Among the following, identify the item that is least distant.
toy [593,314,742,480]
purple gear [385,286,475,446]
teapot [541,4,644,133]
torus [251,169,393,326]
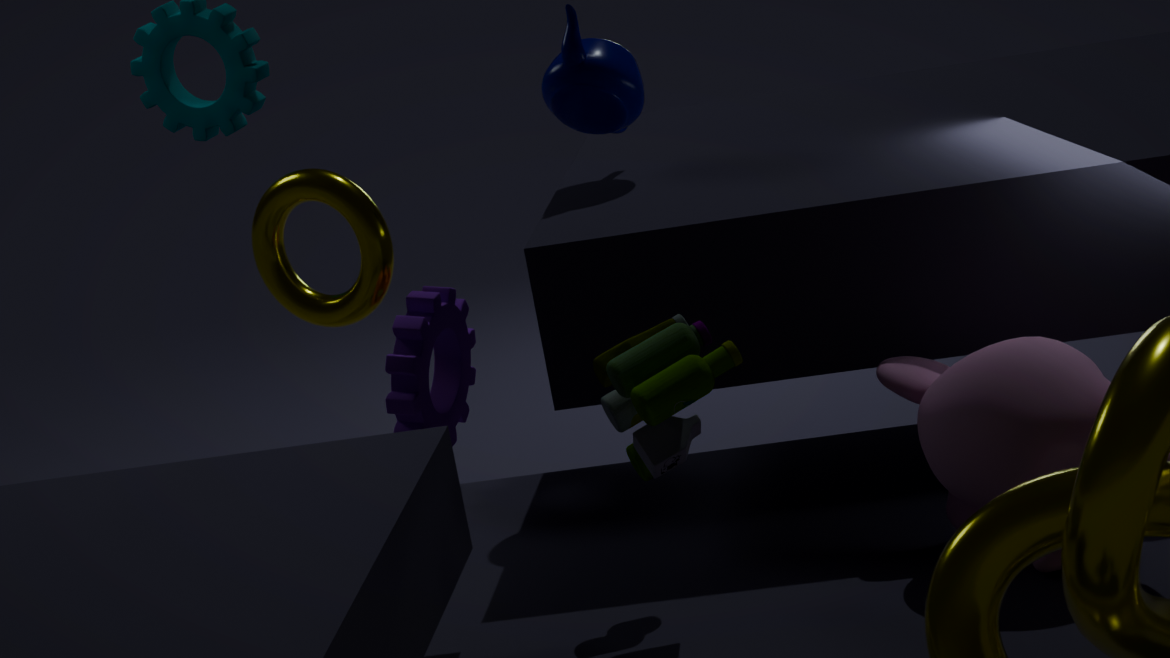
toy [593,314,742,480]
